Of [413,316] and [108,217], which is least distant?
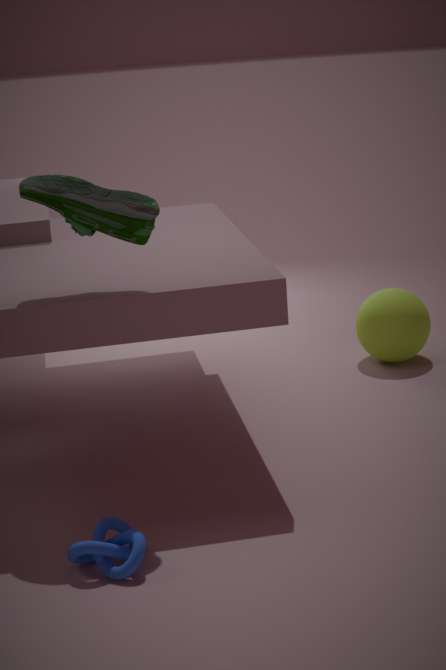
[108,217]
